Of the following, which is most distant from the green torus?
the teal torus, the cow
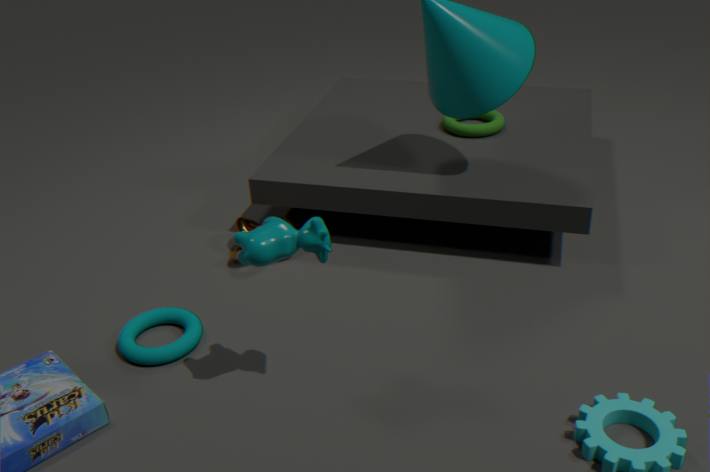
the teal torus
